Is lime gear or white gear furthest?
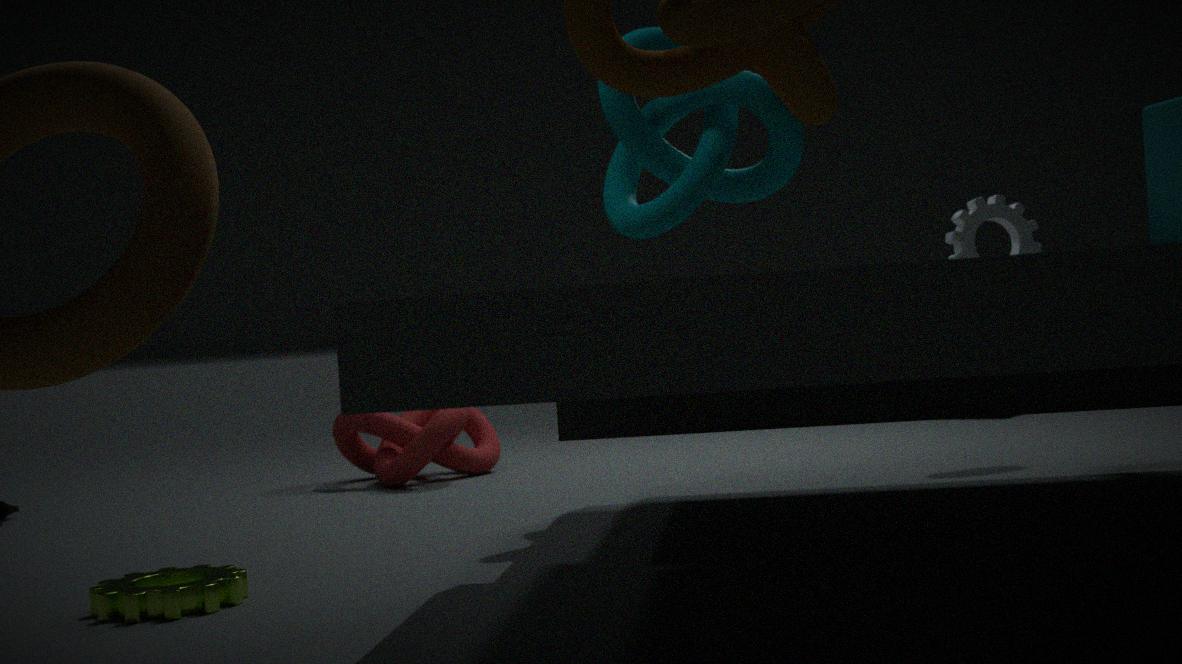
white gear
